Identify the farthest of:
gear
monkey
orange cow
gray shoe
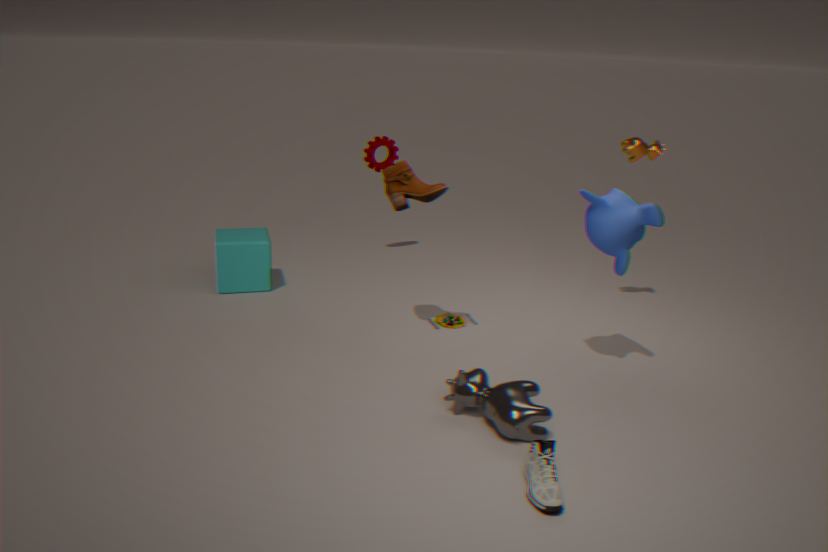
gear
